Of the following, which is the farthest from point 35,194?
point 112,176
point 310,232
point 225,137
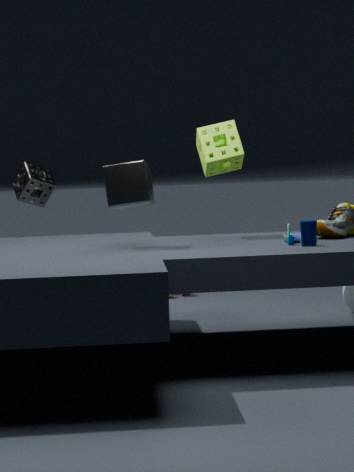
point 310,232
